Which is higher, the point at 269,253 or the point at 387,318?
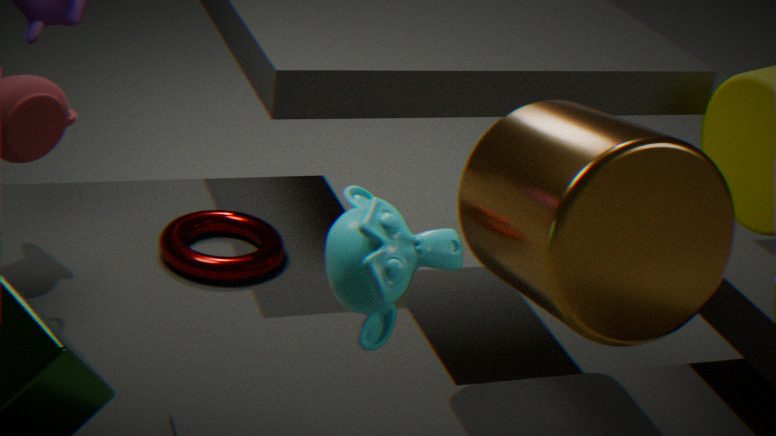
the point at 387,318
